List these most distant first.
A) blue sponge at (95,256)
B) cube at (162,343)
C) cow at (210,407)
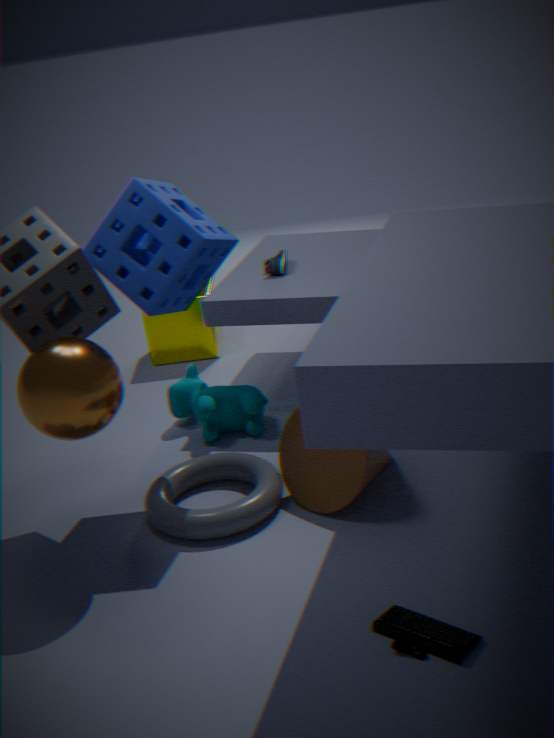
1. B. cube at (162,343)
2. C. cow at (210,407)
3. A. blue sponge at (95,256)
